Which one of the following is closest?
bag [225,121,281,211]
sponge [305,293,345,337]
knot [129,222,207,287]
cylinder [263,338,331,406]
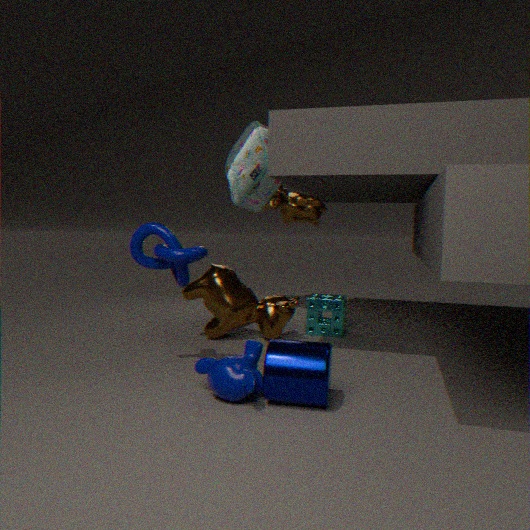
cylinder [263,338,331,406]
